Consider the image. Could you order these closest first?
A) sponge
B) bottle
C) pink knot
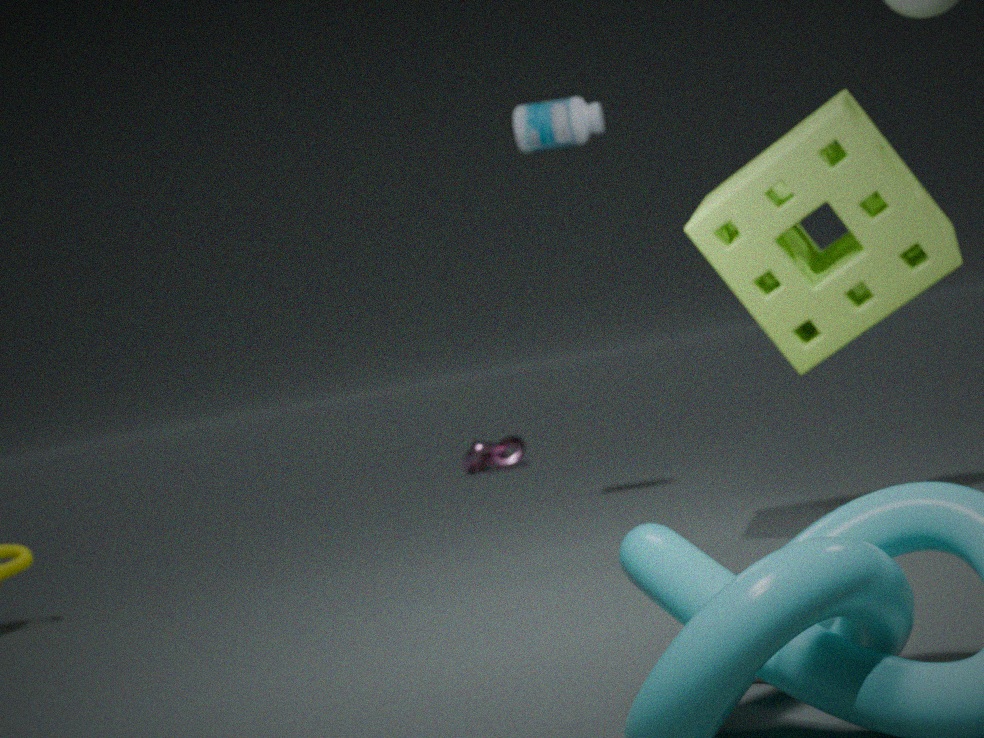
sponge → bottle → pink knot
